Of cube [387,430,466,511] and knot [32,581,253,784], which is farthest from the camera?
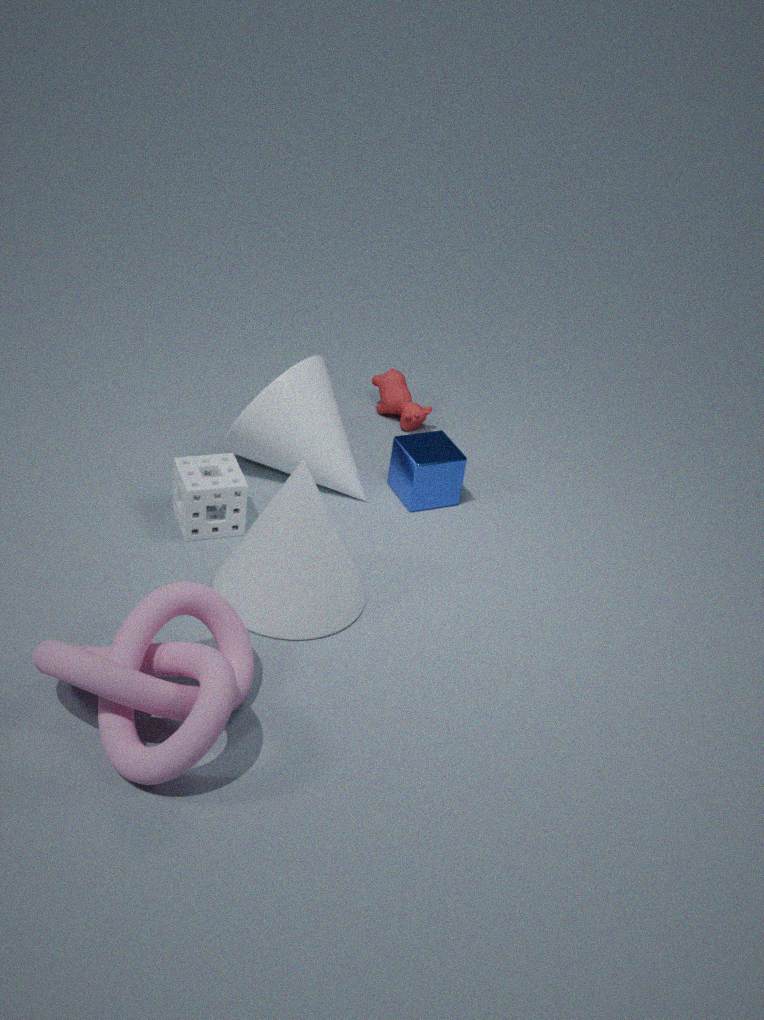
cube [387,430,466,511]
